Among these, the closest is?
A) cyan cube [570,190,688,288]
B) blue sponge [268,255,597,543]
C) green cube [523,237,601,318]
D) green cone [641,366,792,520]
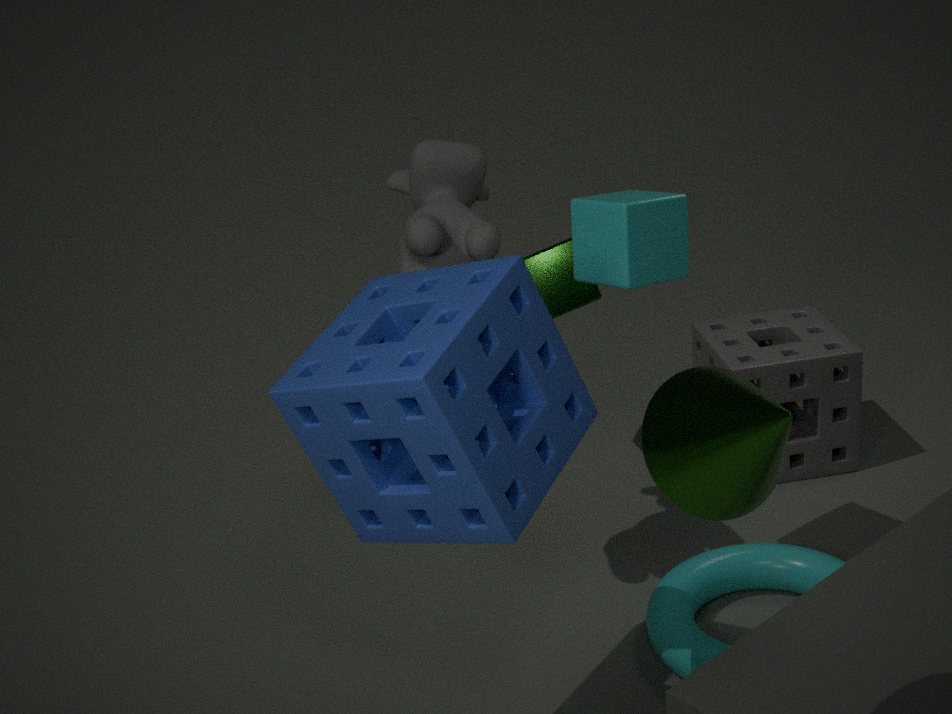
green cone [641,366,792,520]
